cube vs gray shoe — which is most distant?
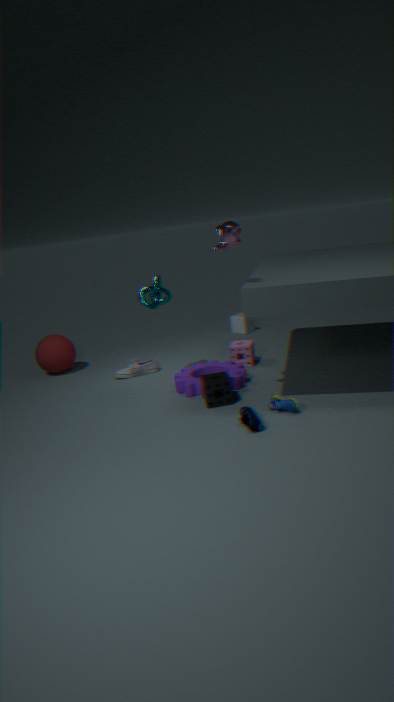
cube
